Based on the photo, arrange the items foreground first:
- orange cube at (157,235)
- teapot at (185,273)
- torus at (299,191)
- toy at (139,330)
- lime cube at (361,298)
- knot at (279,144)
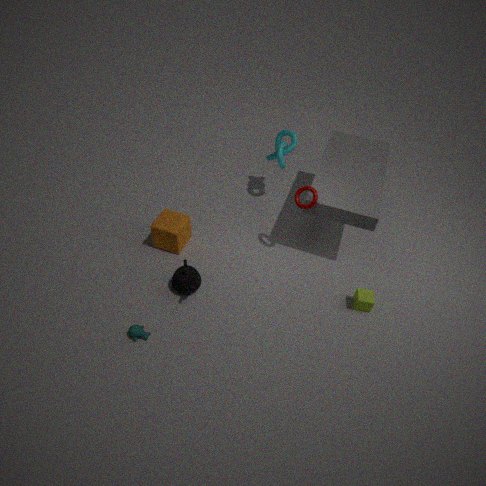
toy at (139,330)
lime cube at (361,298)
teapot at (185,273)
torus at (299,191)
orange cube at (157,235)
knot at (279,144)
